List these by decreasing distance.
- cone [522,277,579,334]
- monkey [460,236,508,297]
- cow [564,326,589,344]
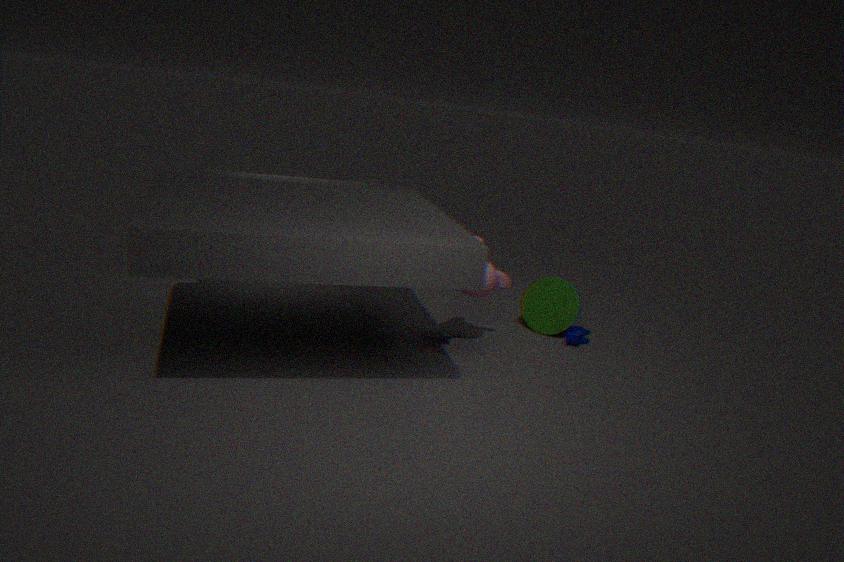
cone [522,277,579,334] → cow [564,326,589,344] → monkey [460,236,508,297]
